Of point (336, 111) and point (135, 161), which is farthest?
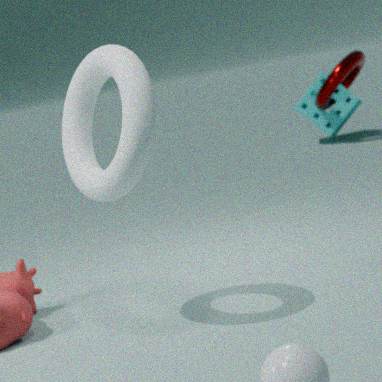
point (336, 111)
